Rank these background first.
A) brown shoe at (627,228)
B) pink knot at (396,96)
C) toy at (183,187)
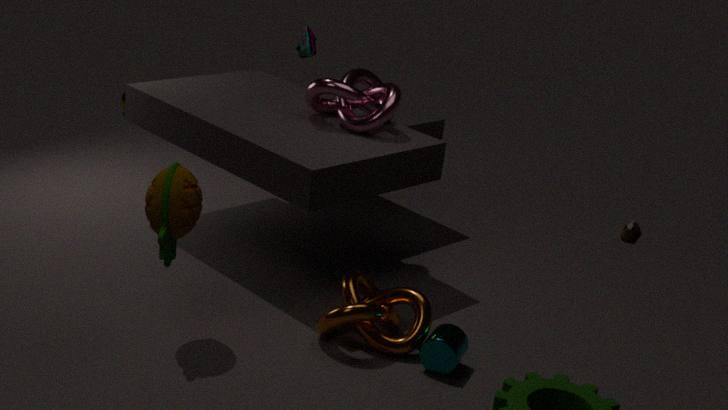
1. brown shoe at (627,228)
2. pink knot at (396,96)
3. toy at (183,187)
